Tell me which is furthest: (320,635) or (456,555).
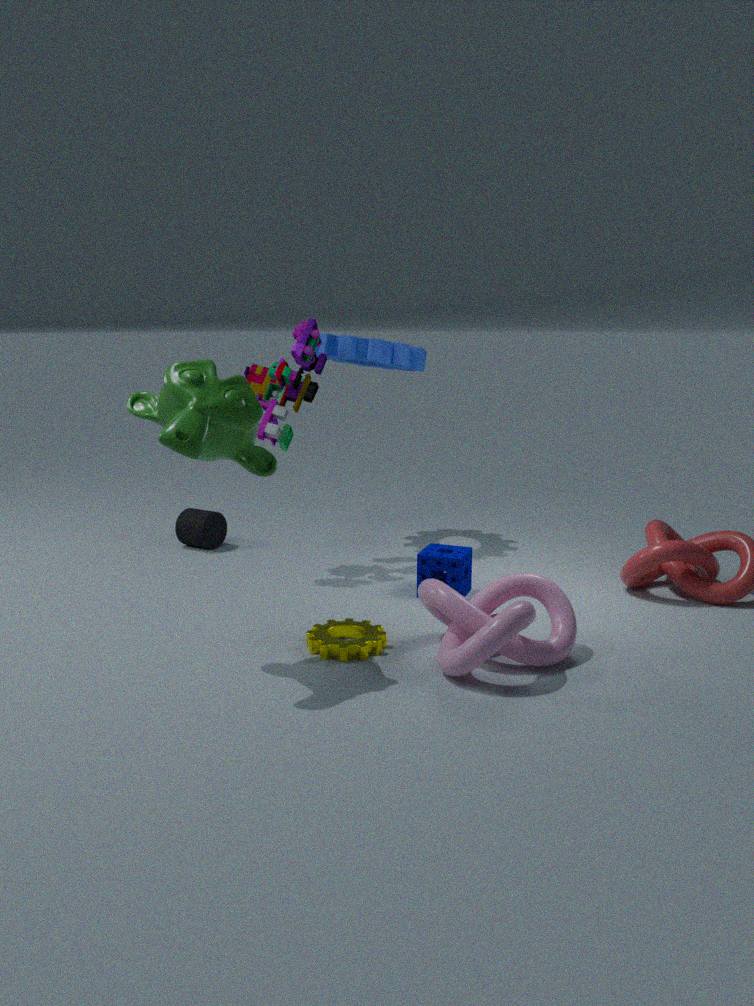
(456,555)
